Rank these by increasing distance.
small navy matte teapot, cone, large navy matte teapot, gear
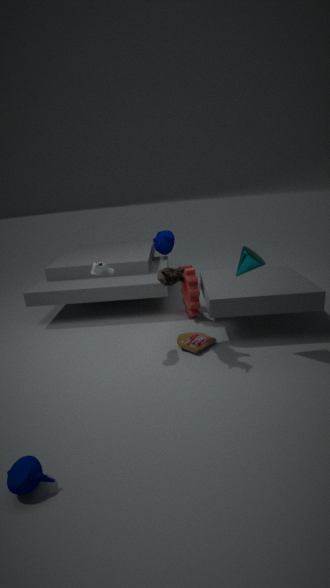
small navy matte teapot → cone → gear → large navy matte teapot
